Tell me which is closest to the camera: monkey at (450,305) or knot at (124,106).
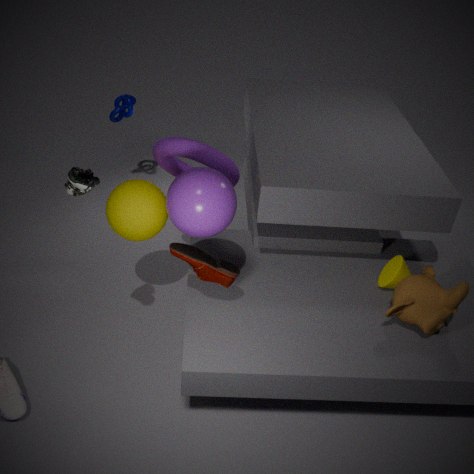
monkey at (450,305)
